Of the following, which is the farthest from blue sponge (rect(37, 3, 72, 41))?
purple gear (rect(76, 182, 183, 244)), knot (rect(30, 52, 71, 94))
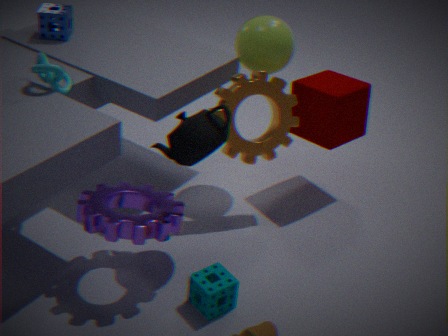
purple gear (rect(76, 182, 183, 244))
